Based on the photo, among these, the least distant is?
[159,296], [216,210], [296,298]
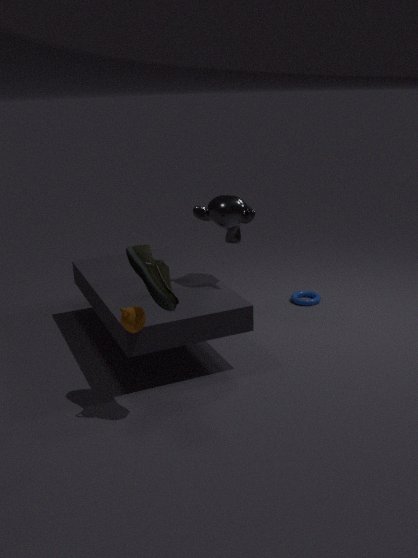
[159,296]
